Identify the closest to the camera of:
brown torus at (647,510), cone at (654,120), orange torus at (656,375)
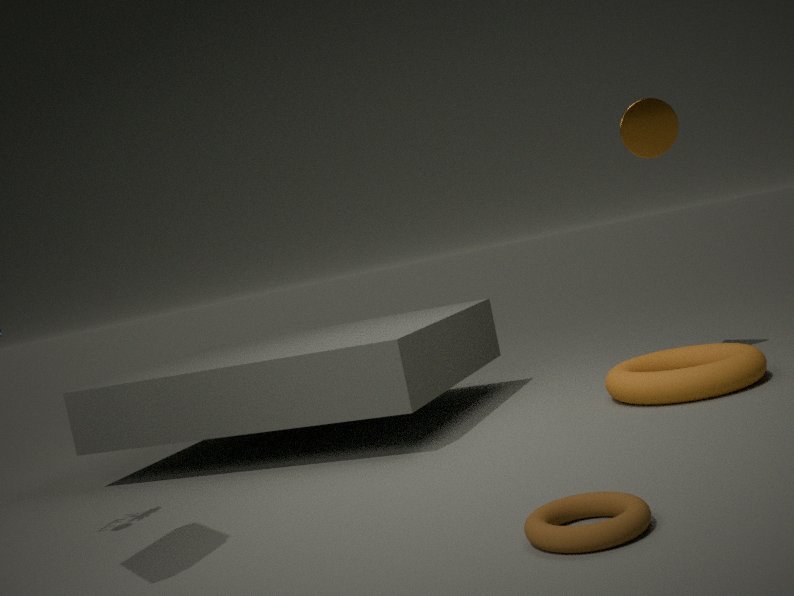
brown torus at (647,510)
